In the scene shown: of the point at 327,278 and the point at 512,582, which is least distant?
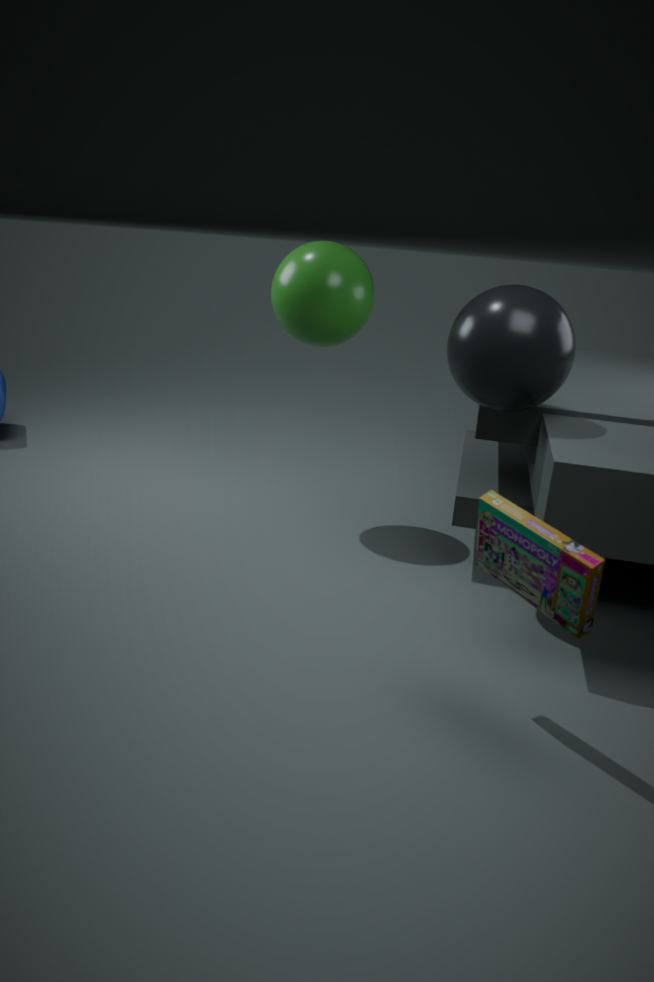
the point at 512,582
